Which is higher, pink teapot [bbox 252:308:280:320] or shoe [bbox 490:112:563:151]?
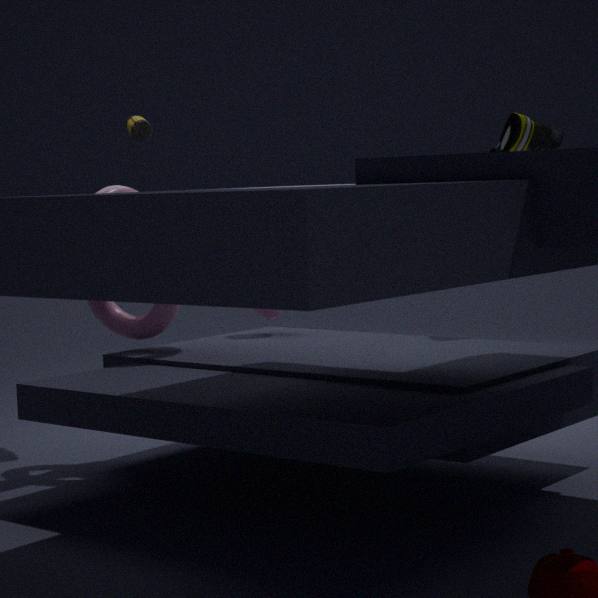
shoe [bbox 490:112:563:151]
